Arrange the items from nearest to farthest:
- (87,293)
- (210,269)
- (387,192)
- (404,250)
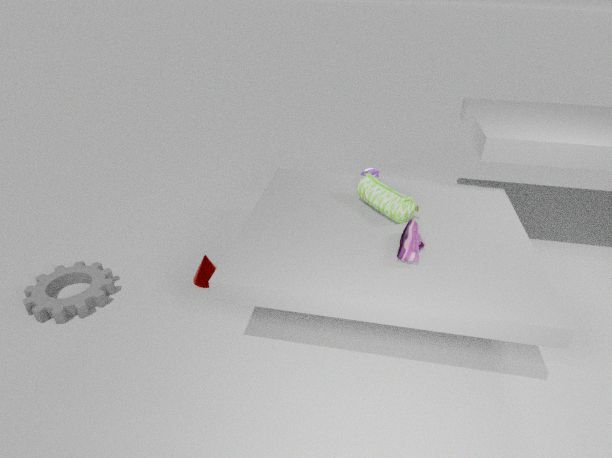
(404,250) → (387,192) → (87,293) → (210,269)
